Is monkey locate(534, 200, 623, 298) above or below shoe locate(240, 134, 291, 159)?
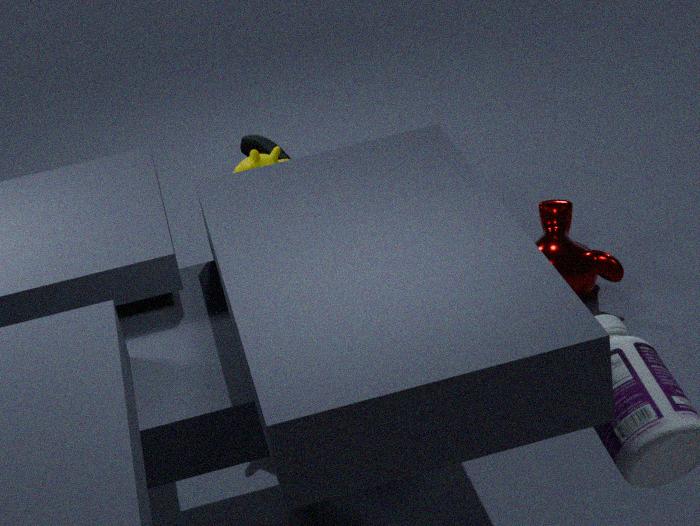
below
